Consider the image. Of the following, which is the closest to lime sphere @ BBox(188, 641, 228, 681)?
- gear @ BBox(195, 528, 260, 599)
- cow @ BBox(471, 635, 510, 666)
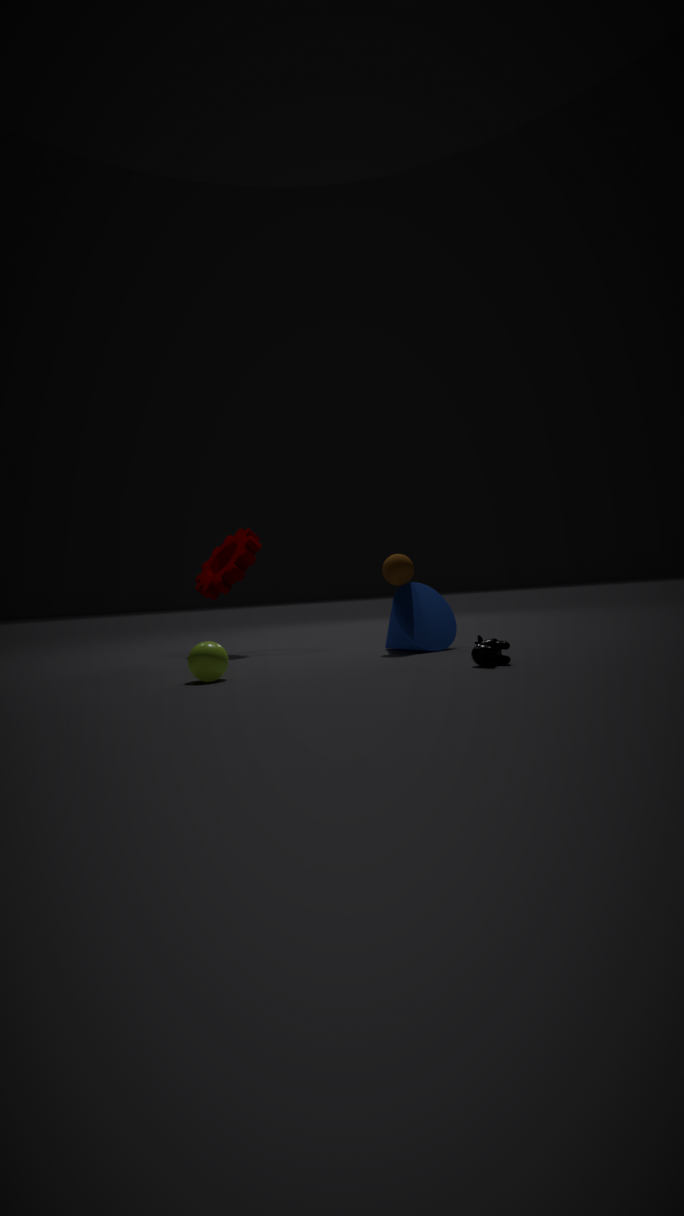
cow @ BBox(471, 635, 510, 666)
